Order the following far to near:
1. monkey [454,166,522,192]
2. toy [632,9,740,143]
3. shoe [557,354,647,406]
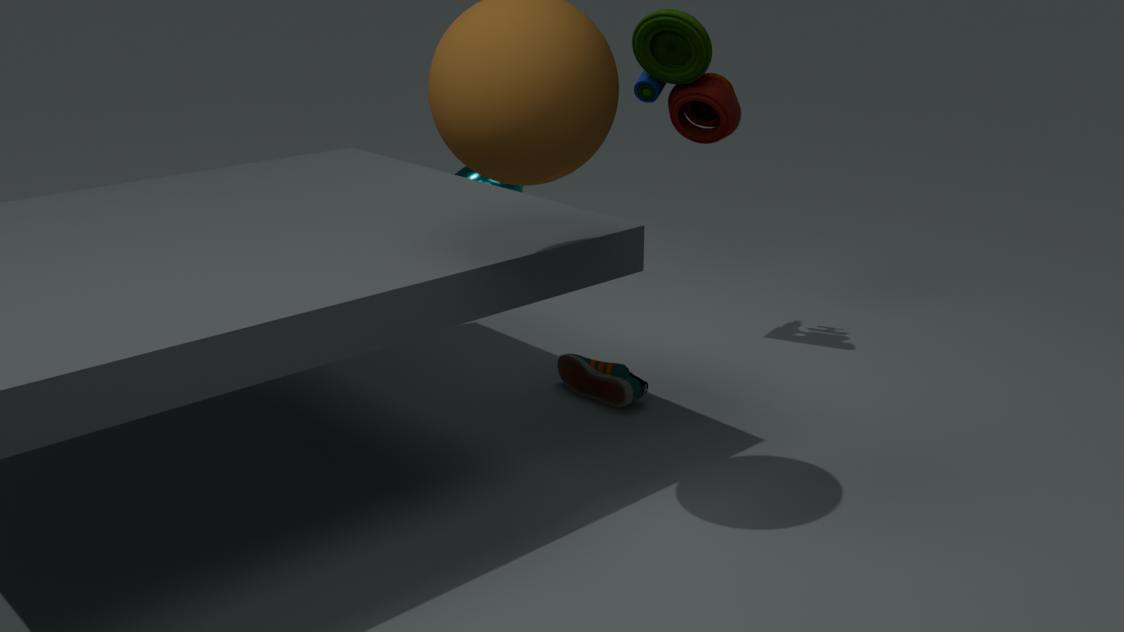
monkey [454,166,522,192], shoe [557,354,647,406], toy [632,9,740,143]
